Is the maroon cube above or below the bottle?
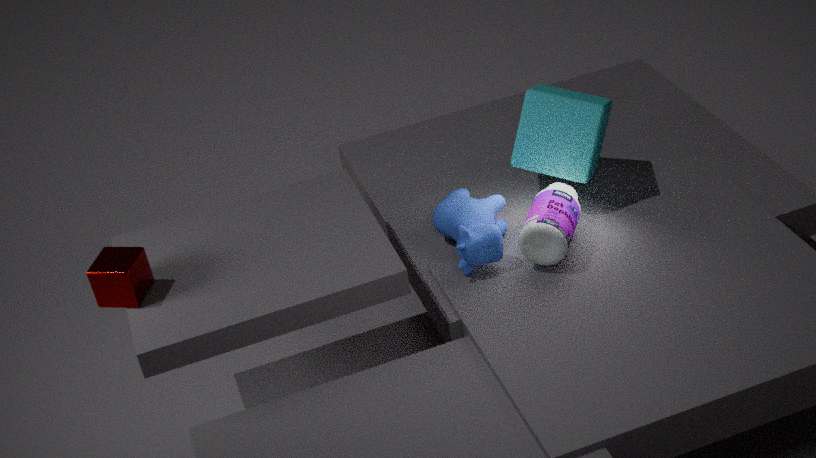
above
